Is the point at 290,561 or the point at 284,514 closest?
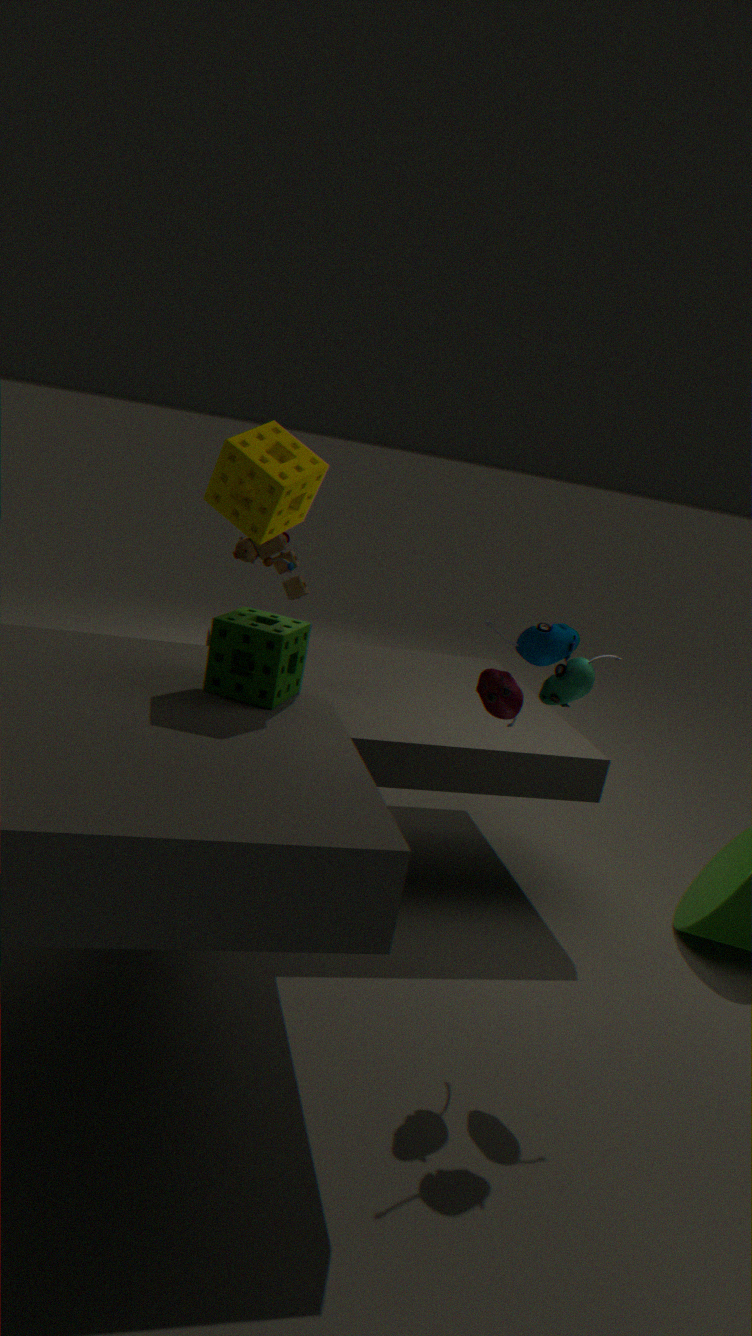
the point at 284,514
